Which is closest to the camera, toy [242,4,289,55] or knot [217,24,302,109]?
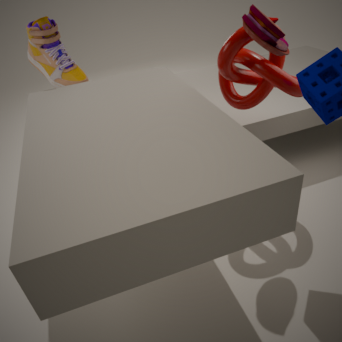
toy [242,4,289,55]
